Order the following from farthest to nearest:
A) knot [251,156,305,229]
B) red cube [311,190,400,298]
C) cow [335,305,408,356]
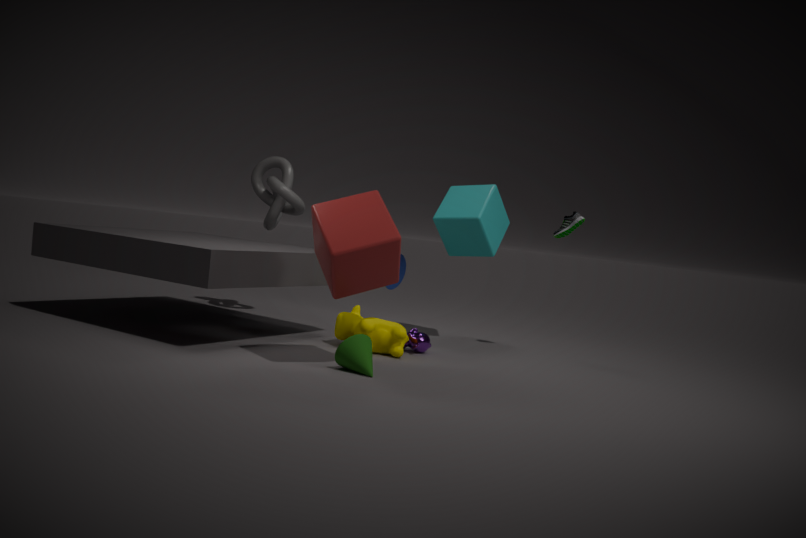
knot [251,156,305,229]
cow [335,305,408,356]
red cube [311,190,400,298]
